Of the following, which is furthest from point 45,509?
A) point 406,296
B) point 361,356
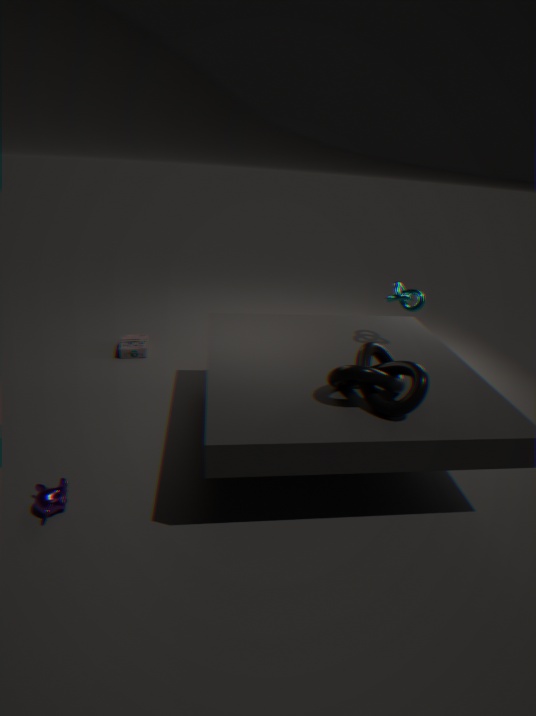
point 406,296
